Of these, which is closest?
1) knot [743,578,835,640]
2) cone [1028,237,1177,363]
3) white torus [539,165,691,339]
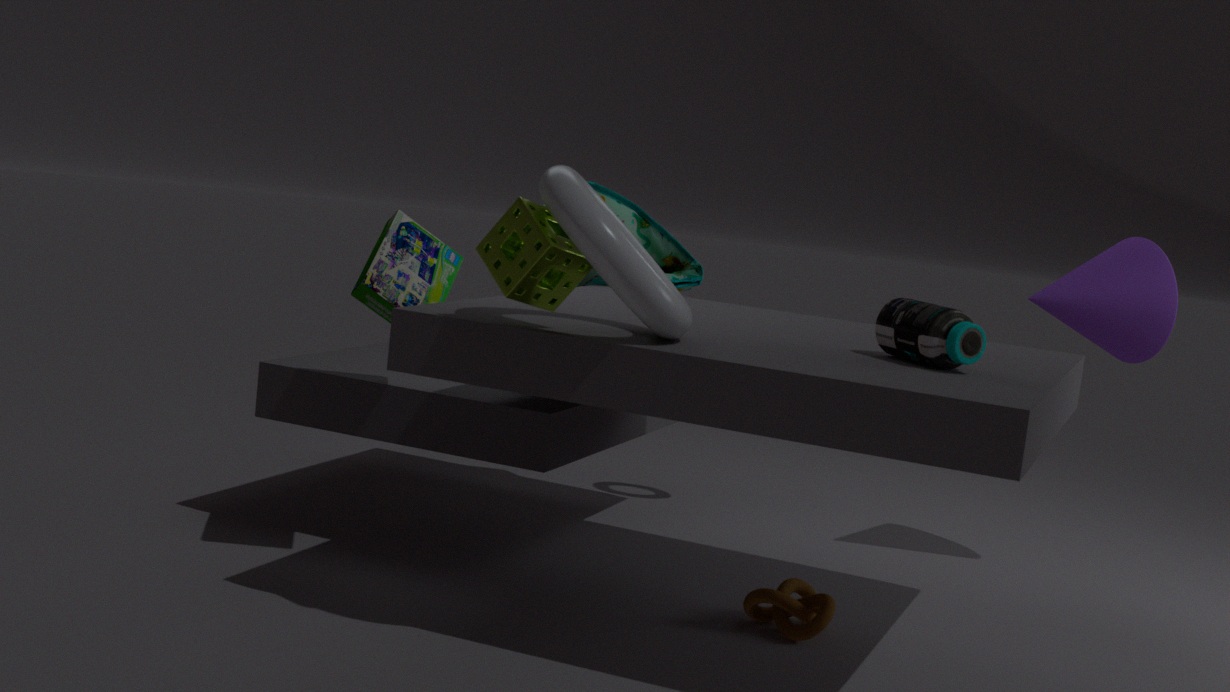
3. white torus [539,165,691,339]
